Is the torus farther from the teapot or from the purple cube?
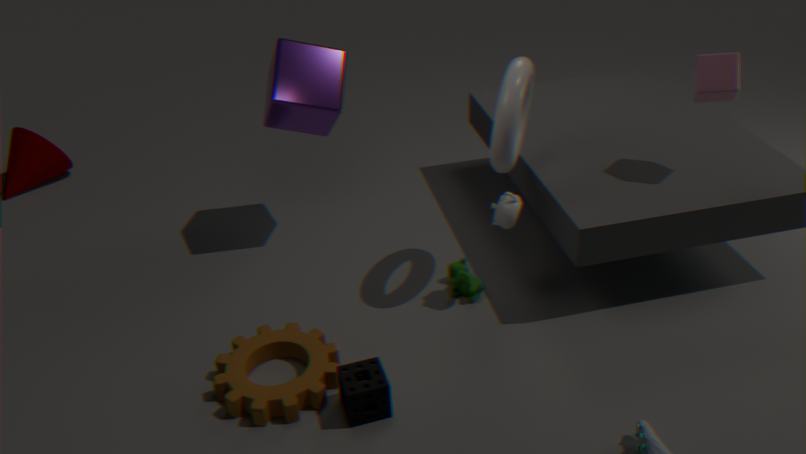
the purple cube
